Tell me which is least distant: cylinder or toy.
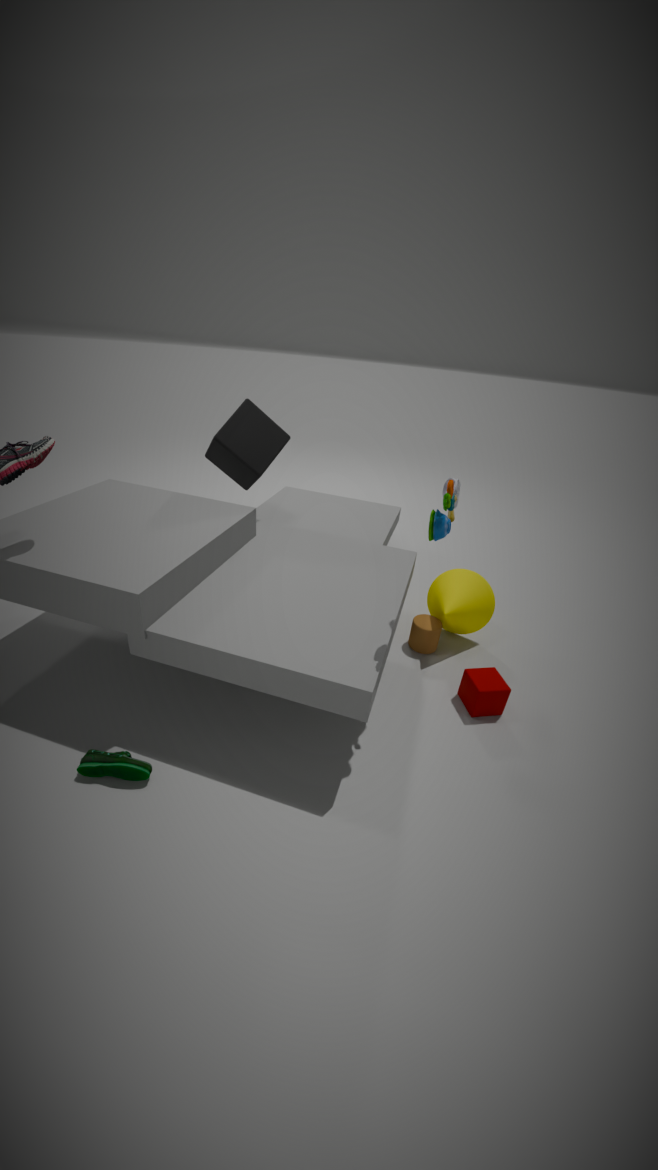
toy
